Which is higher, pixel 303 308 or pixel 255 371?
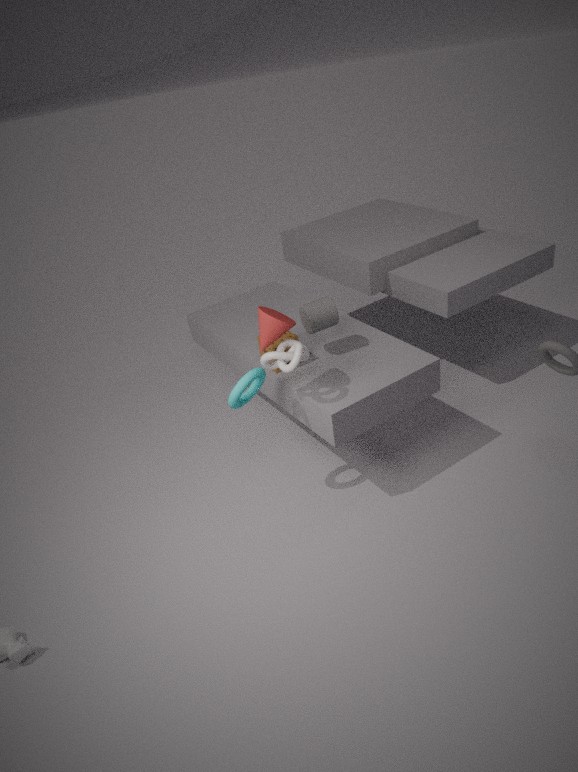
pixel 303 308
